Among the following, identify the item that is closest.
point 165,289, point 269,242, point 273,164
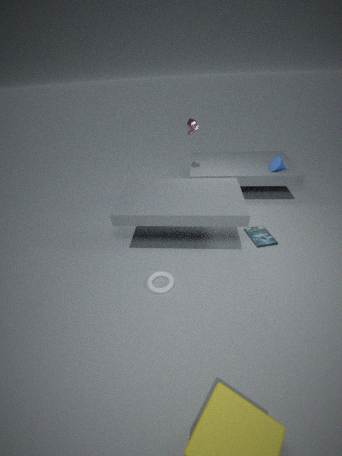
point 165,289
